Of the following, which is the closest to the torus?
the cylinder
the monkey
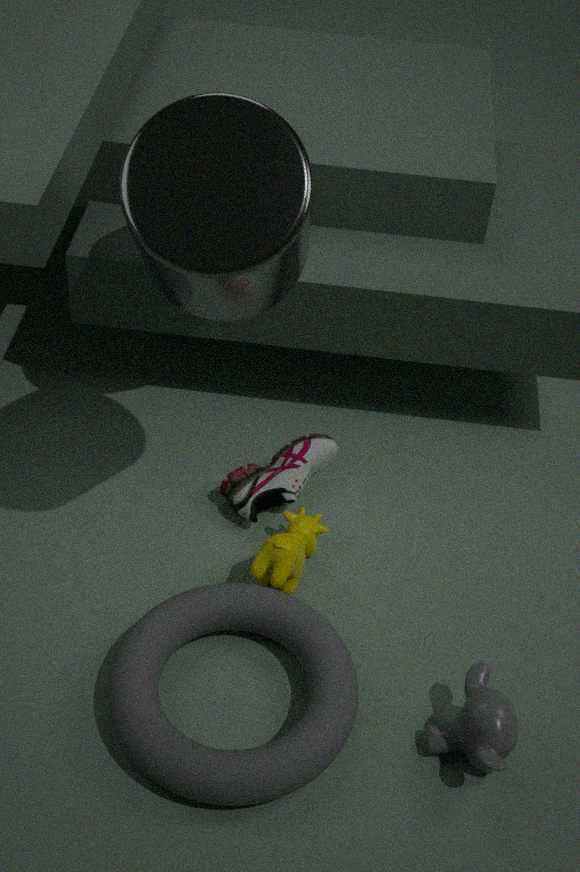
the monkey
